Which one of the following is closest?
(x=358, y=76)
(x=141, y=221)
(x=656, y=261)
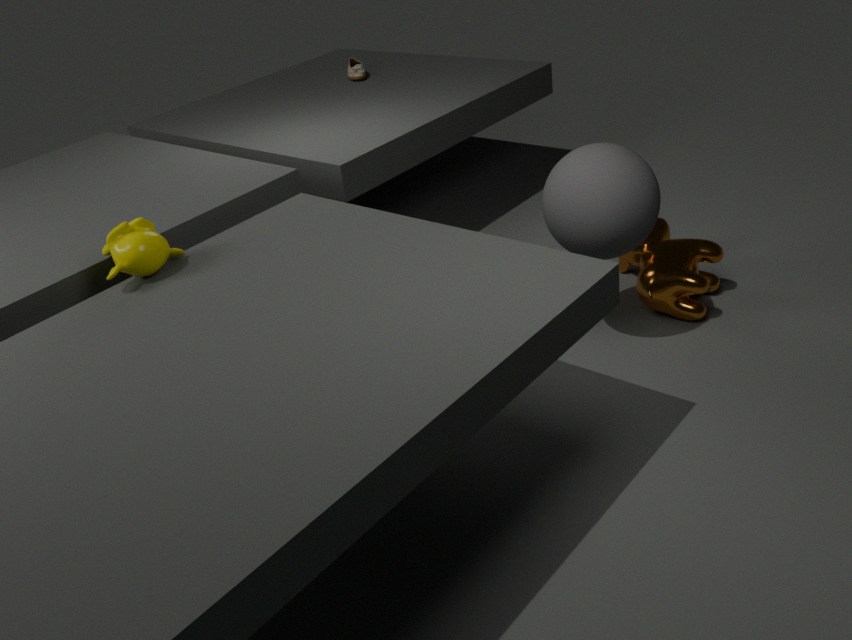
(x=141, y=221)
